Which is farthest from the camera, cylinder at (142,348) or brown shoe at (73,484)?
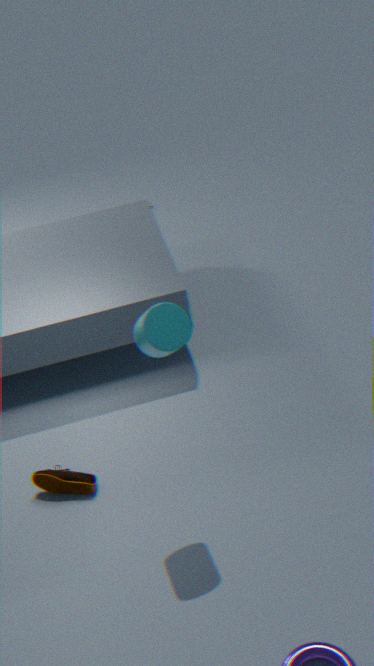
brown shoe at (73,484)
